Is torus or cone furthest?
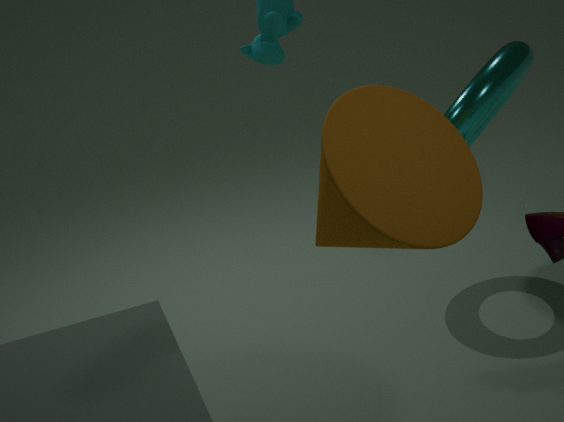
torus
